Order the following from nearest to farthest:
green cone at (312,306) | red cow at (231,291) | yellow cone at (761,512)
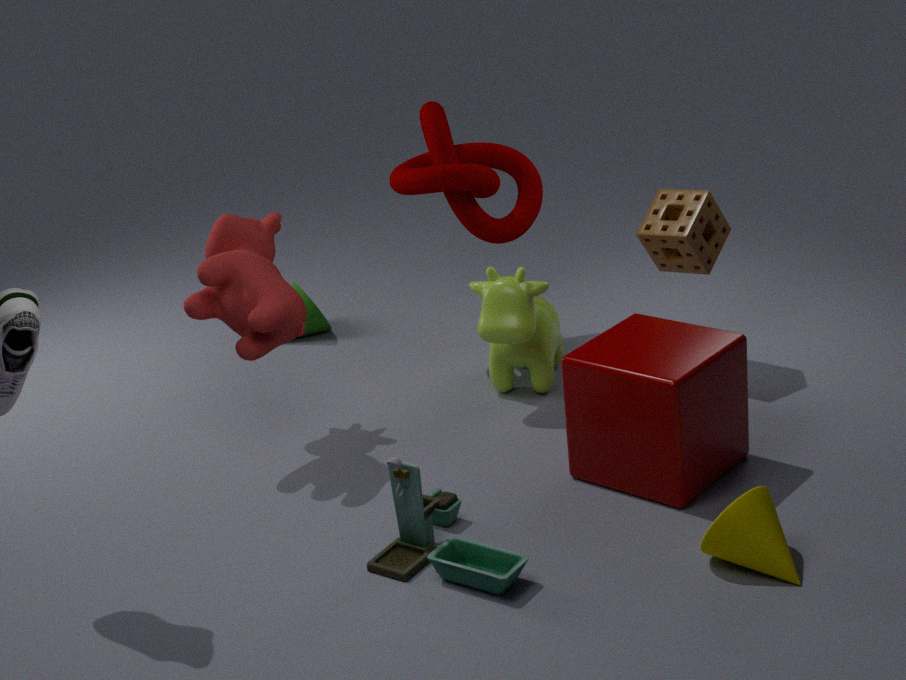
yellow cone at (761,512) → red cow at (231,291) → green cone at (312,306)
